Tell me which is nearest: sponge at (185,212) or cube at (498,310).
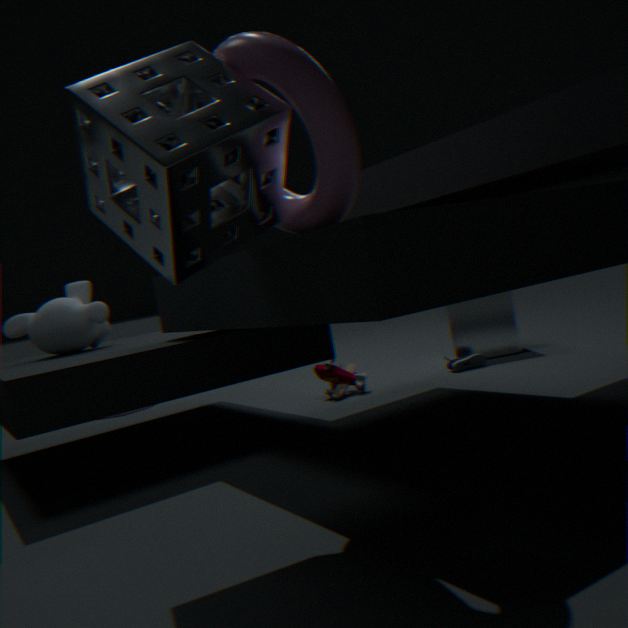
sponge at (185,212)
